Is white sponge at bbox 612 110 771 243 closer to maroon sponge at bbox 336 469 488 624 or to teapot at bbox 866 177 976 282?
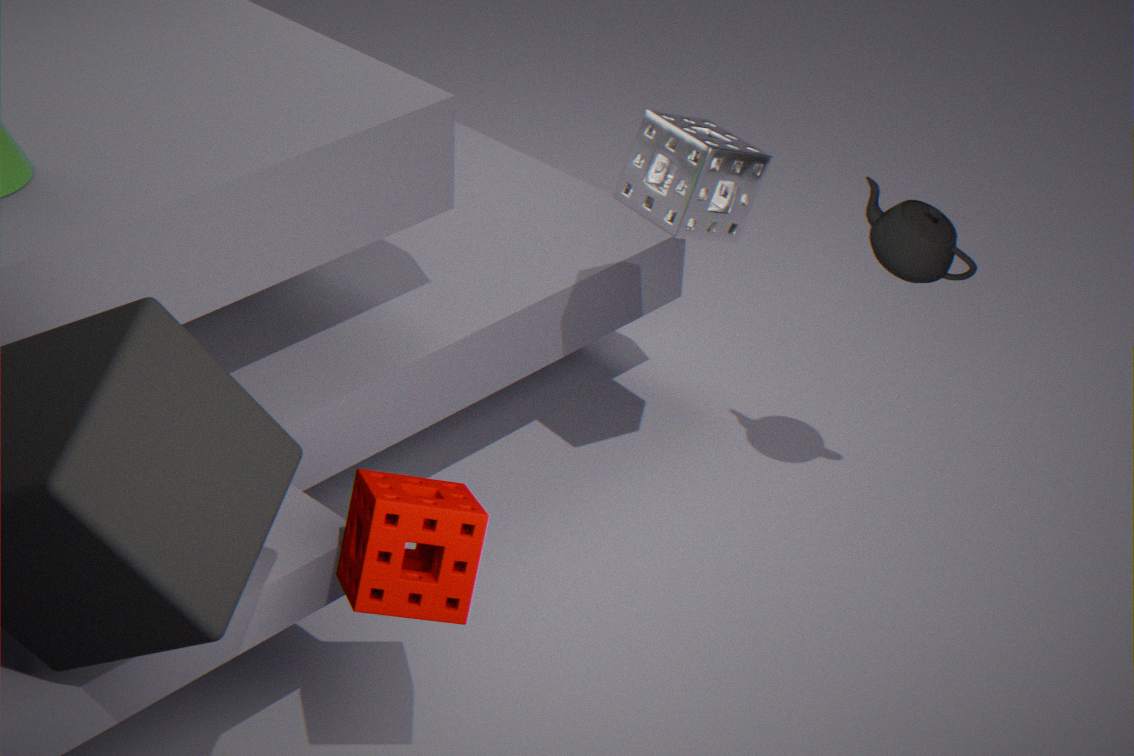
teapot at bbox 866 177 976 282
